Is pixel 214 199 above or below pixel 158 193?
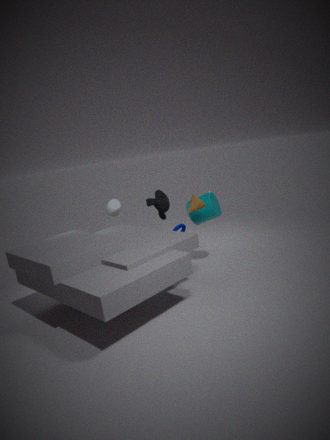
below
